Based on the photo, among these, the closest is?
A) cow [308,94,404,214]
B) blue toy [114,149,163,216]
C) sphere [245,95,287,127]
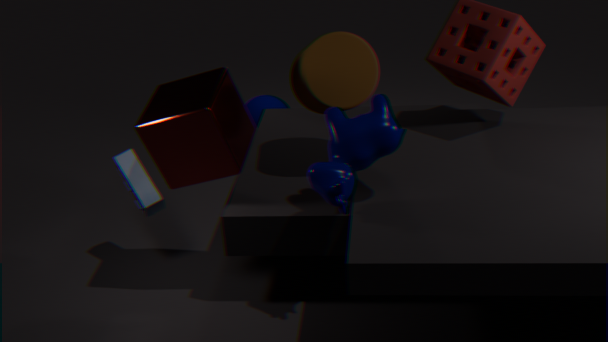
cow [308,94,404,214]
